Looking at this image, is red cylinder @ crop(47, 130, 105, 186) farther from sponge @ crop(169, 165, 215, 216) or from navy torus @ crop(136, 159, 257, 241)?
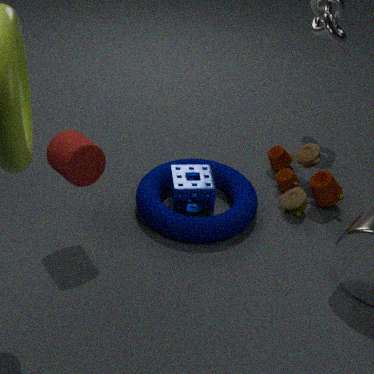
sponge @ crop(169, 165, 215, 216)
